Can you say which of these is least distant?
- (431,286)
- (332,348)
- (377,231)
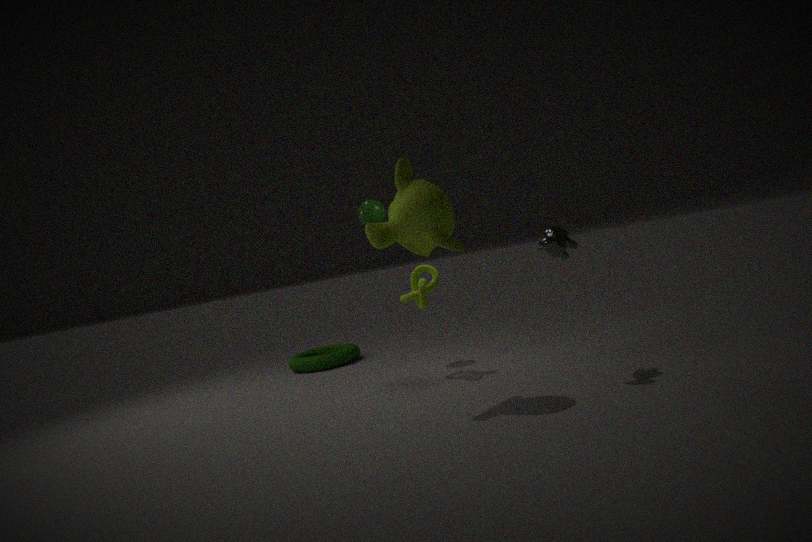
(377,231)
